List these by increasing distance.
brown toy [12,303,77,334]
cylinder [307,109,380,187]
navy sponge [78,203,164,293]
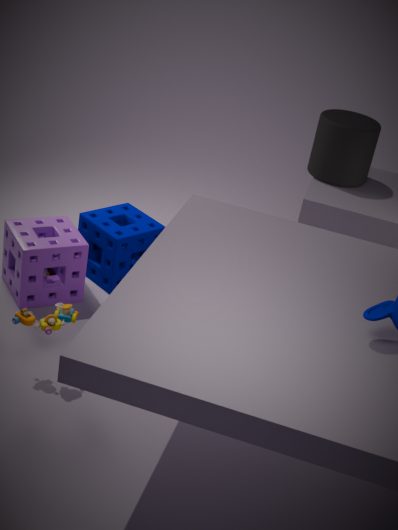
brown toy [12,303,77,334] → navy sponge [78,203,164,293] → cylinder [307,109,380,187]
